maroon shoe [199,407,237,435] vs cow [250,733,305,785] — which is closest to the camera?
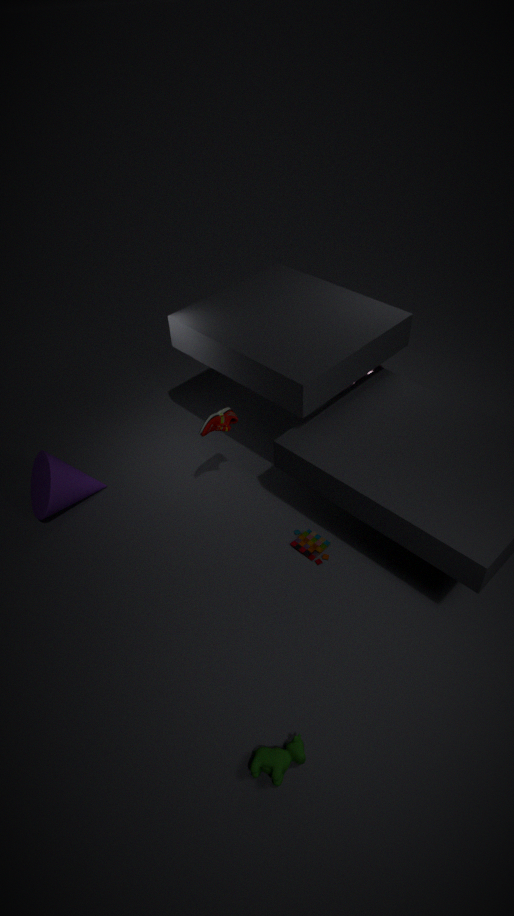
cow [250,733,305,785]
